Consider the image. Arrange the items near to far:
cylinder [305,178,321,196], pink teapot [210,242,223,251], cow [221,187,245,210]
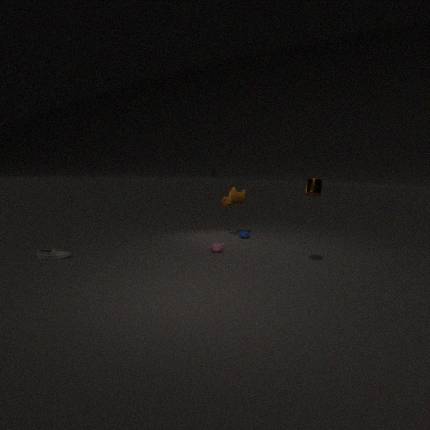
cylinder [305,178,321,196] → pink teapot [210,242,223,251] → cow [221,187,245,210]
